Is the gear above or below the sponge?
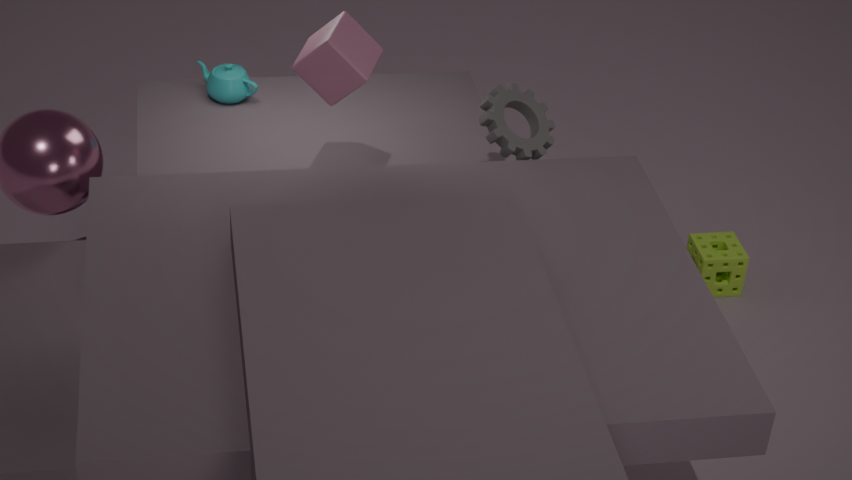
above
